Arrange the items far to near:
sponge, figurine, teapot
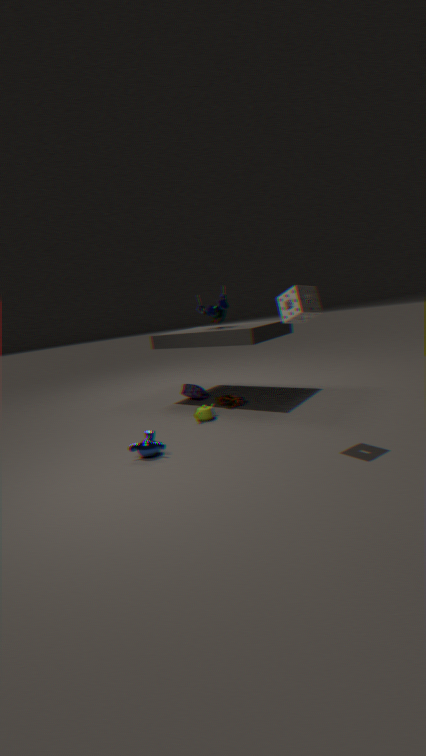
figurine
teapot
sponge
